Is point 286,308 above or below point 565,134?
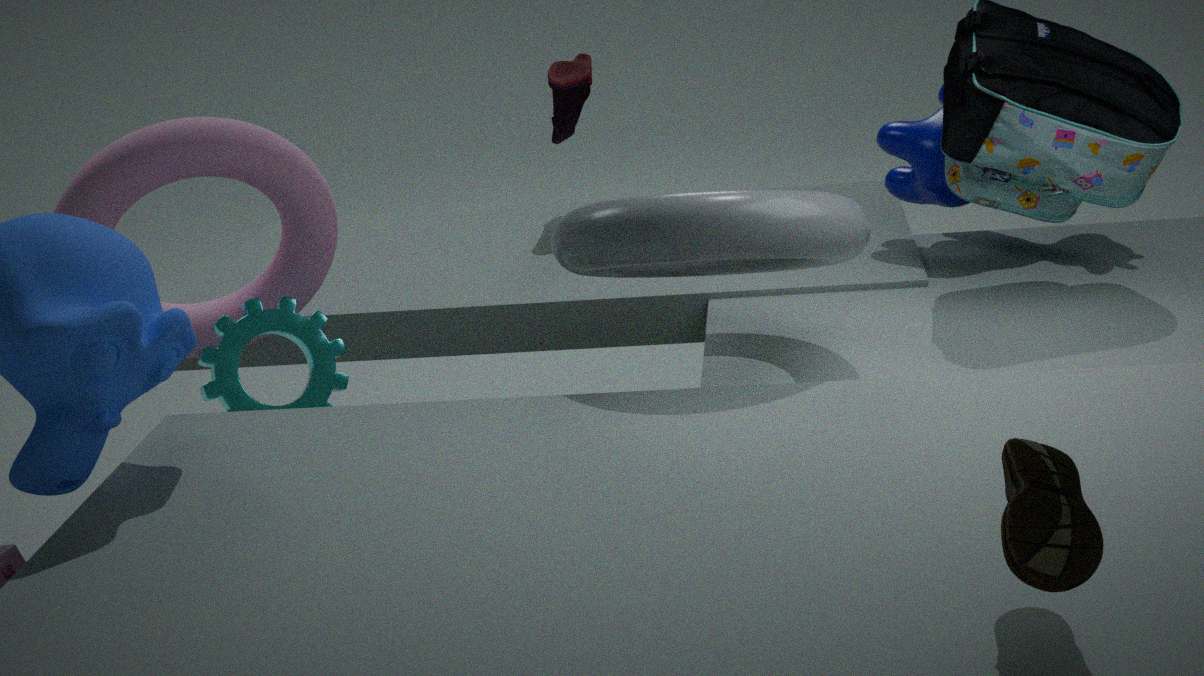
below
